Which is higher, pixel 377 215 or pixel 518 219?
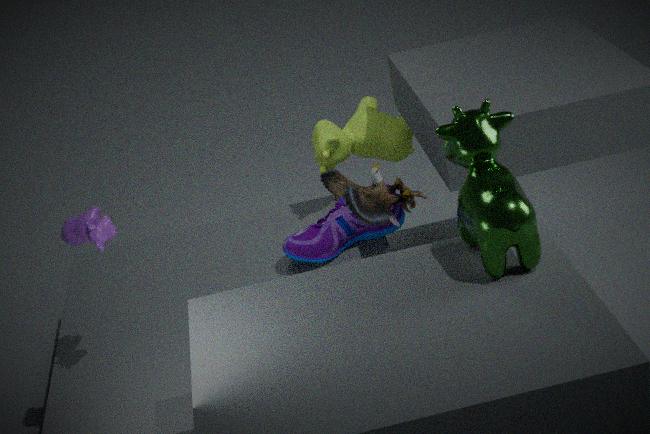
pixel 518 219
